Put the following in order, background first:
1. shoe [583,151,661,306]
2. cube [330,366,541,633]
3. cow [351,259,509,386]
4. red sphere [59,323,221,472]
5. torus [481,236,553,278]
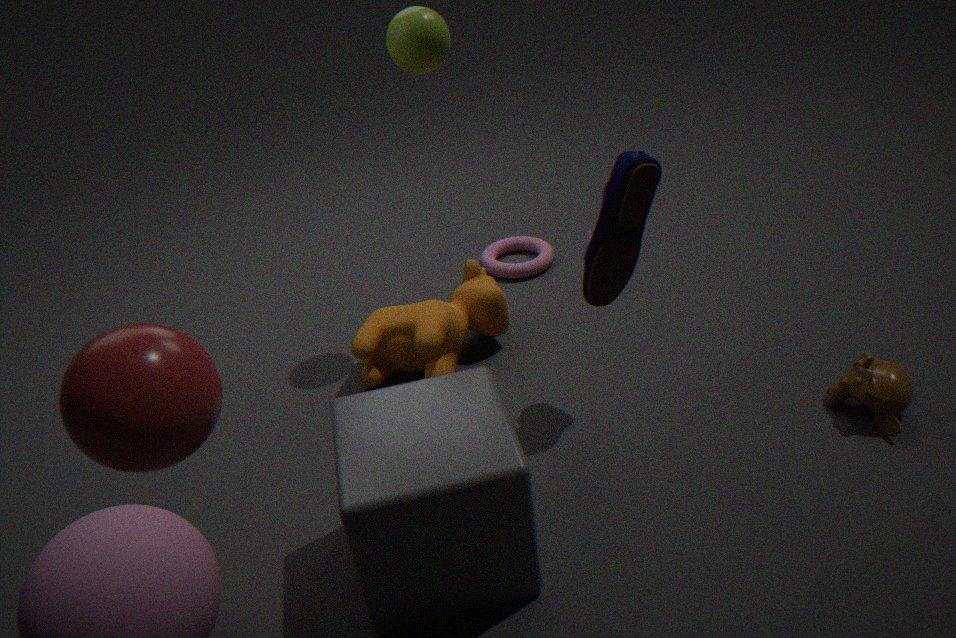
torus [481,236,553,278], cow [351,259,509,386], shoe [583,151,661,306], cube [330,366,541,633], red sphere [59,323,221,472]
